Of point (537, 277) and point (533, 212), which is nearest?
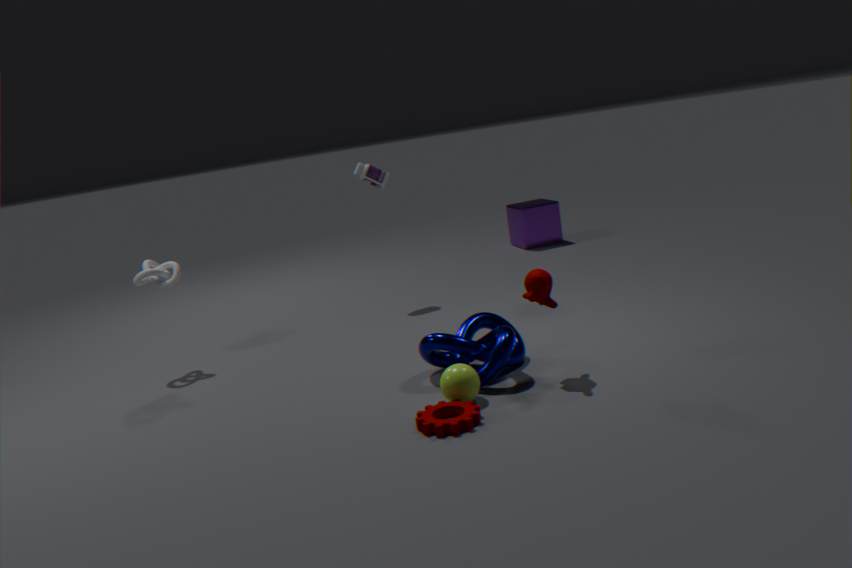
point (537, 277)
